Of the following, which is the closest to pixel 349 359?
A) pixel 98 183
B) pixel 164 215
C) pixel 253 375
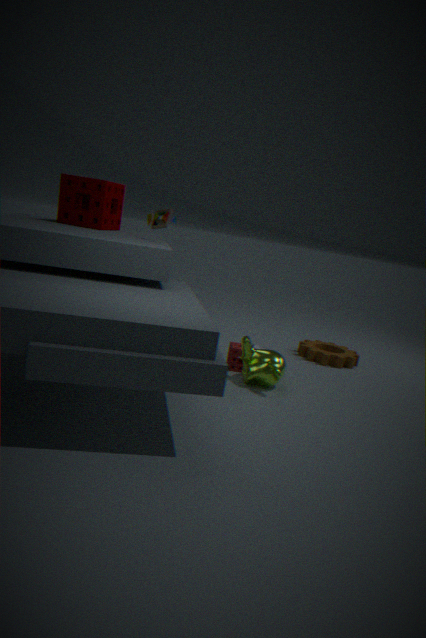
pixel 253 375
